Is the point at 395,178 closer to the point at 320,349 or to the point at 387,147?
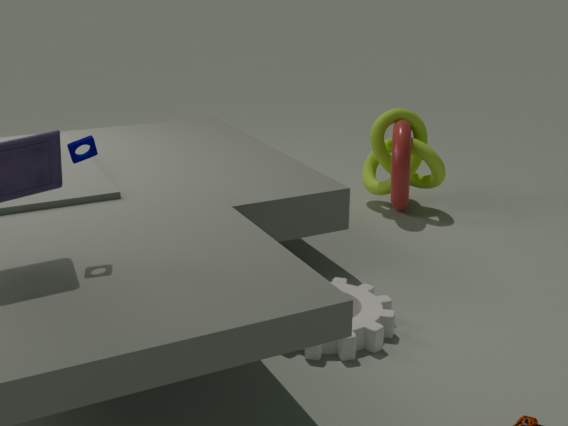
the point at 387,147
